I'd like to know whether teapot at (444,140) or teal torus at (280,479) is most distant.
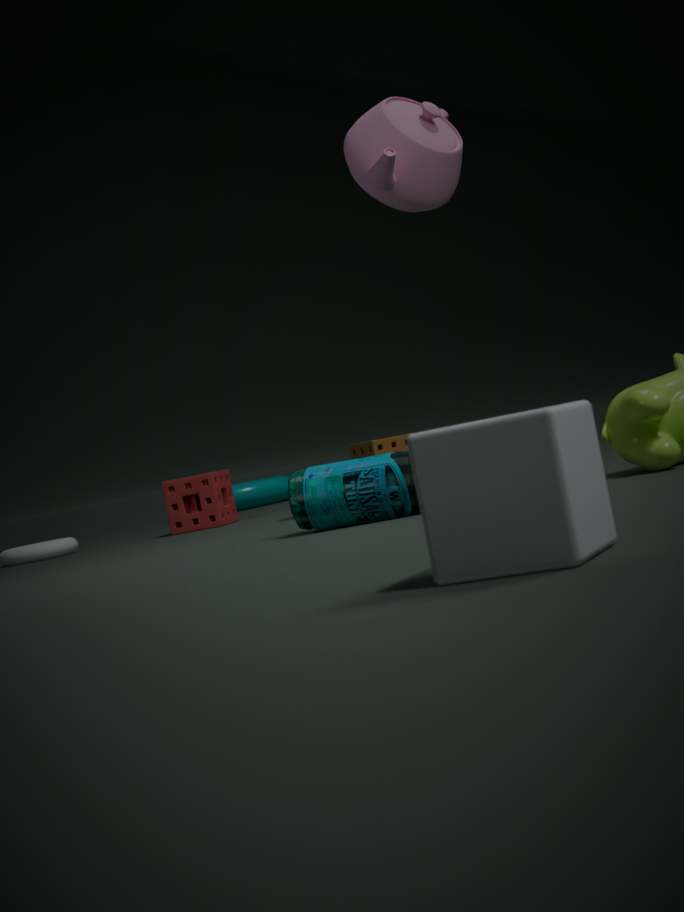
teal torus at (280,479)
